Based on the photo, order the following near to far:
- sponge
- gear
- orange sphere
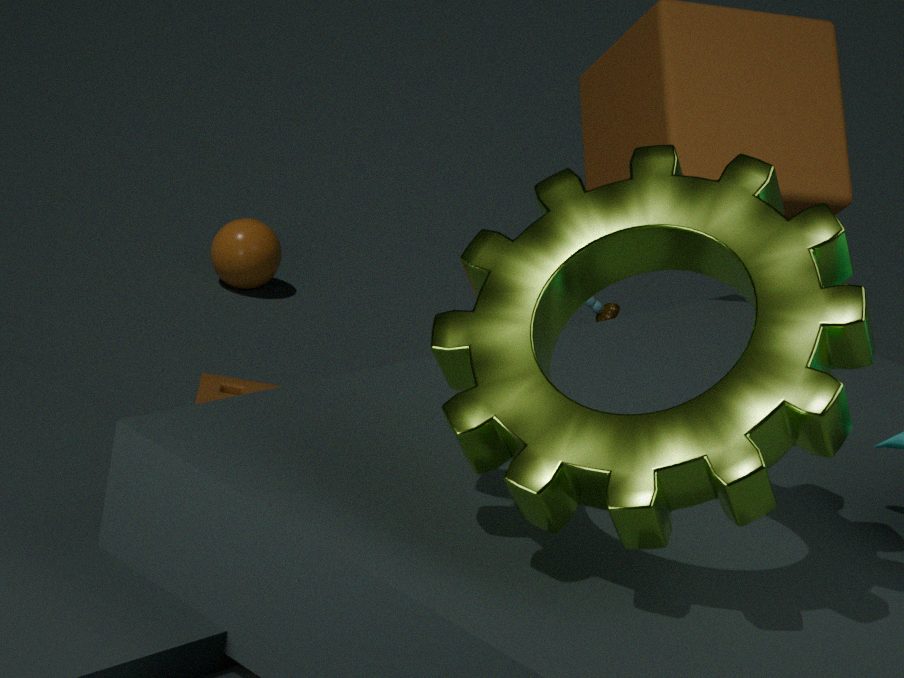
1. gear
2. sponge
3. orange sphere
